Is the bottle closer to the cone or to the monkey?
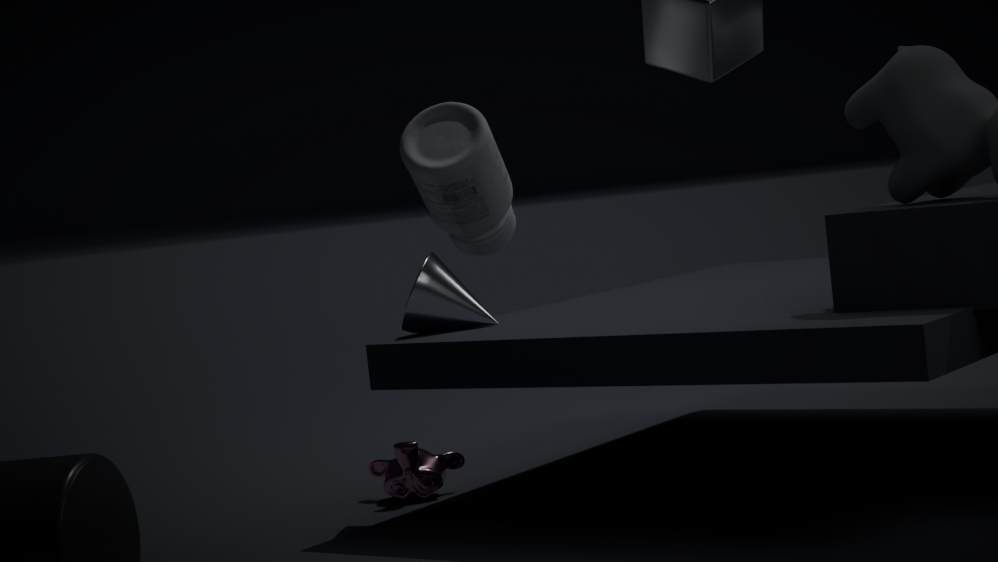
the cone
